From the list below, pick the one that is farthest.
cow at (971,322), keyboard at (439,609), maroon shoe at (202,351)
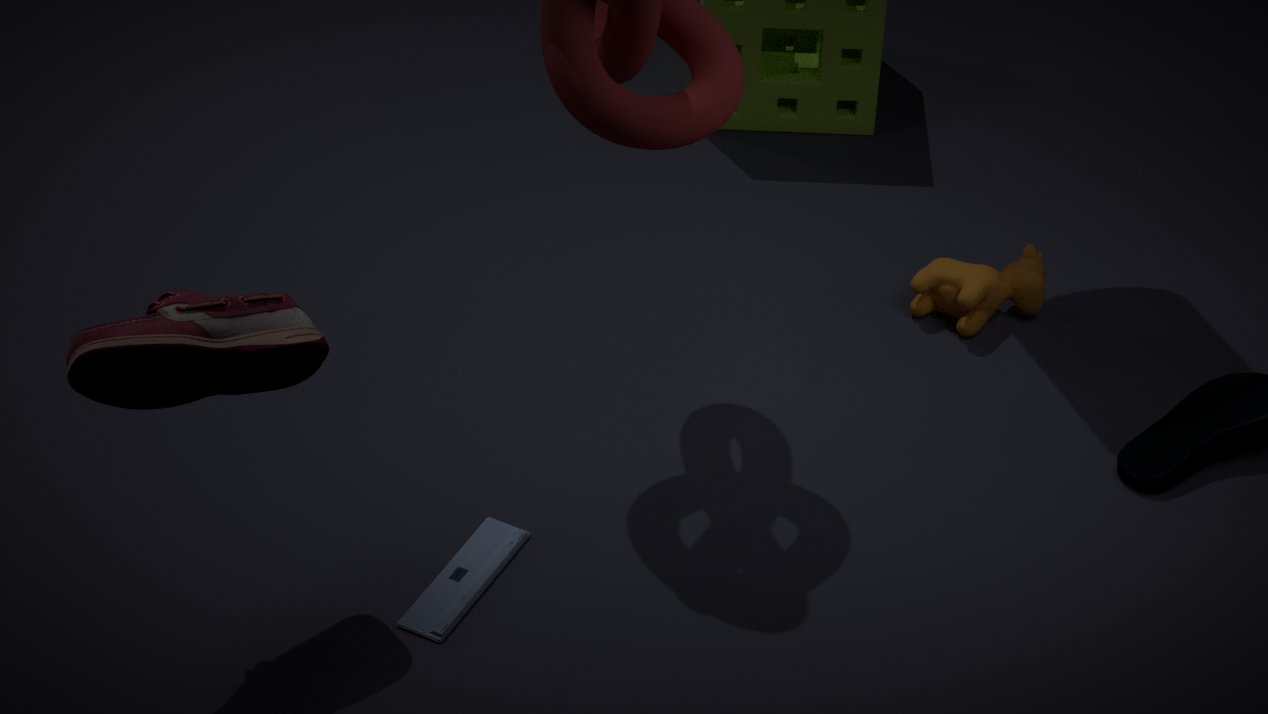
cow at (971,322)
